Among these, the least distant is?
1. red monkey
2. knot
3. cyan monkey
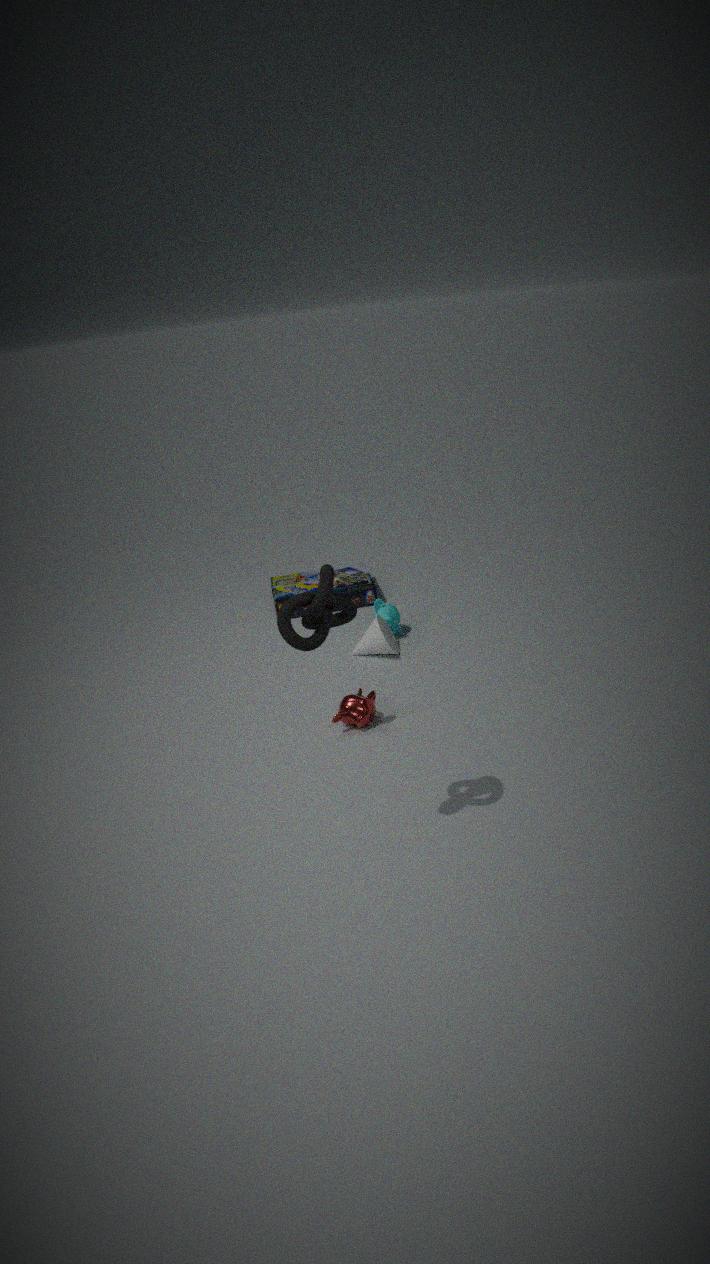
knot
